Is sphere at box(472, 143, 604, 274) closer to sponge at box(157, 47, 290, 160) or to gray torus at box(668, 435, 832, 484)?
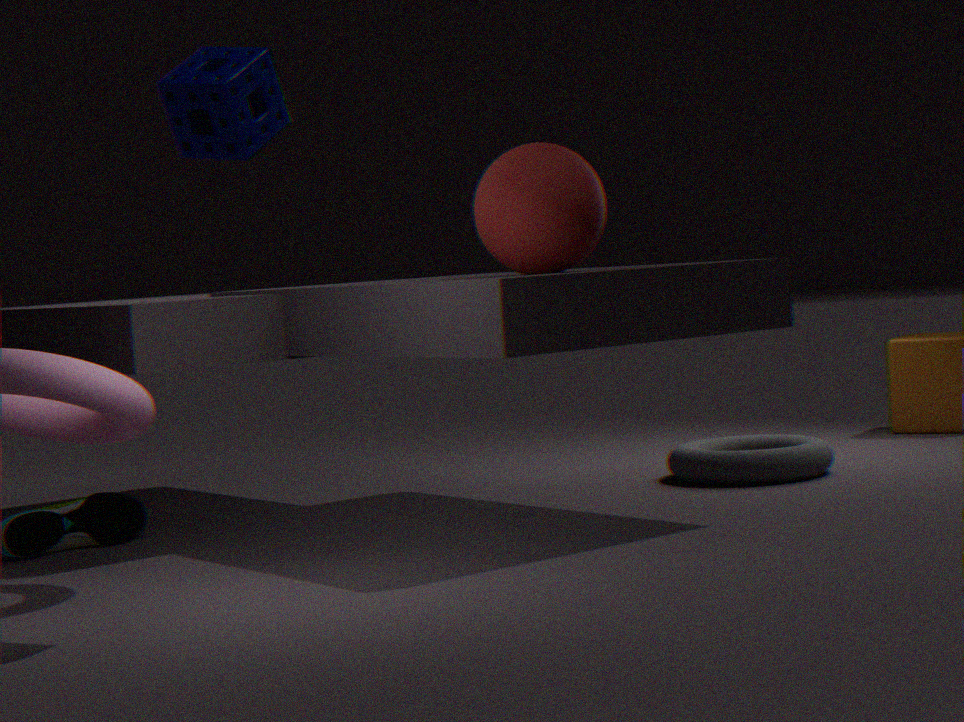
sponge at box(157, 47, 290, 160)
